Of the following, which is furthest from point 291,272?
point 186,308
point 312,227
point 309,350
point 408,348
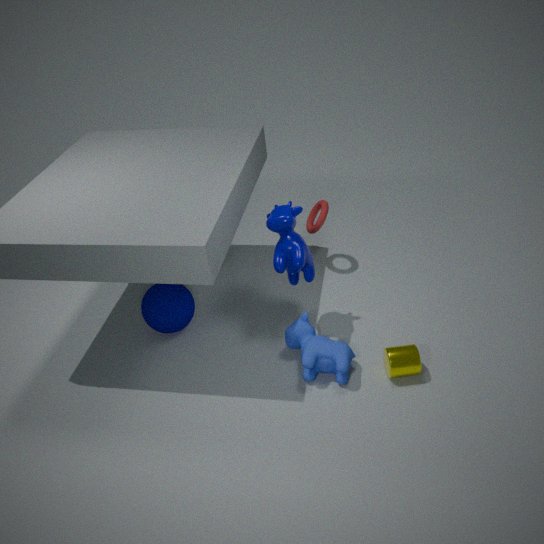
point 186,308
